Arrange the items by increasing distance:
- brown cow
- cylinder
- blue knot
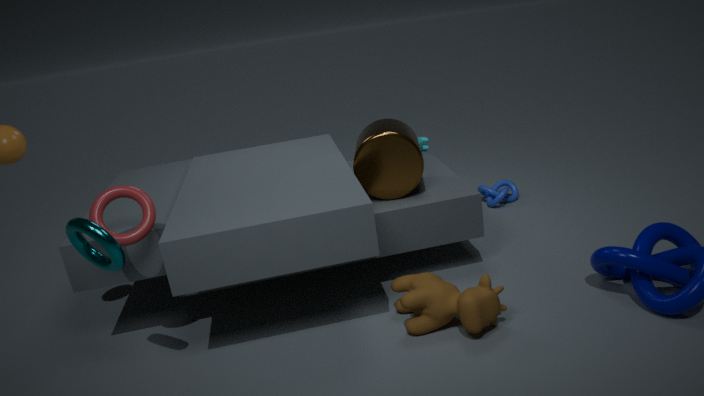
brown cow, cylinder, blue knot
